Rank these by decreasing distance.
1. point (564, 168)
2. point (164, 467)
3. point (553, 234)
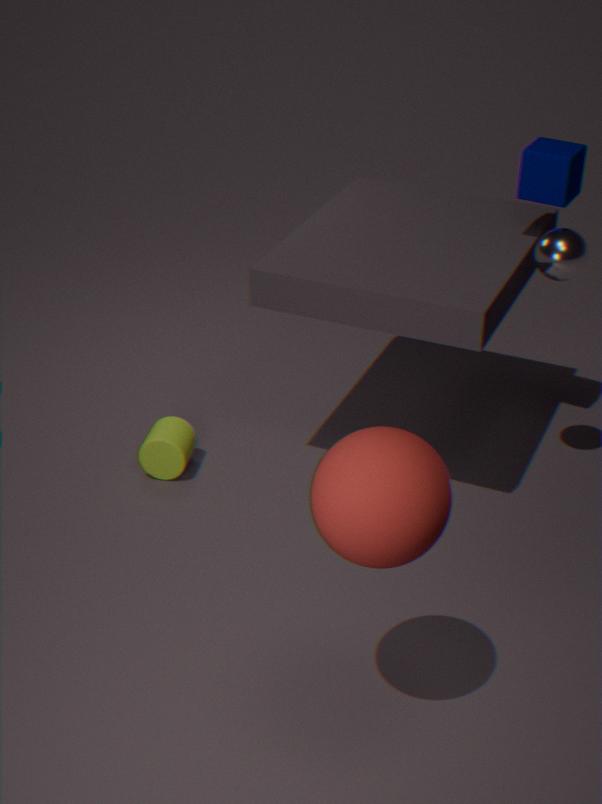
point (164, 467) < point (564, 168) < point (553, 234)
